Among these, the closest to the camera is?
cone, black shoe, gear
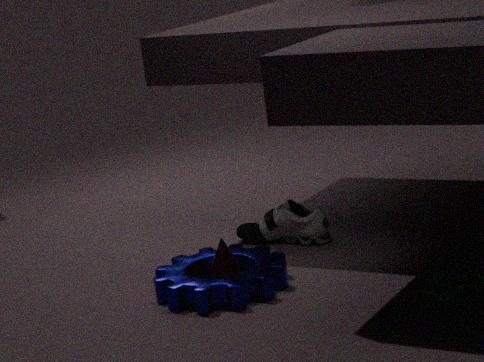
gear
